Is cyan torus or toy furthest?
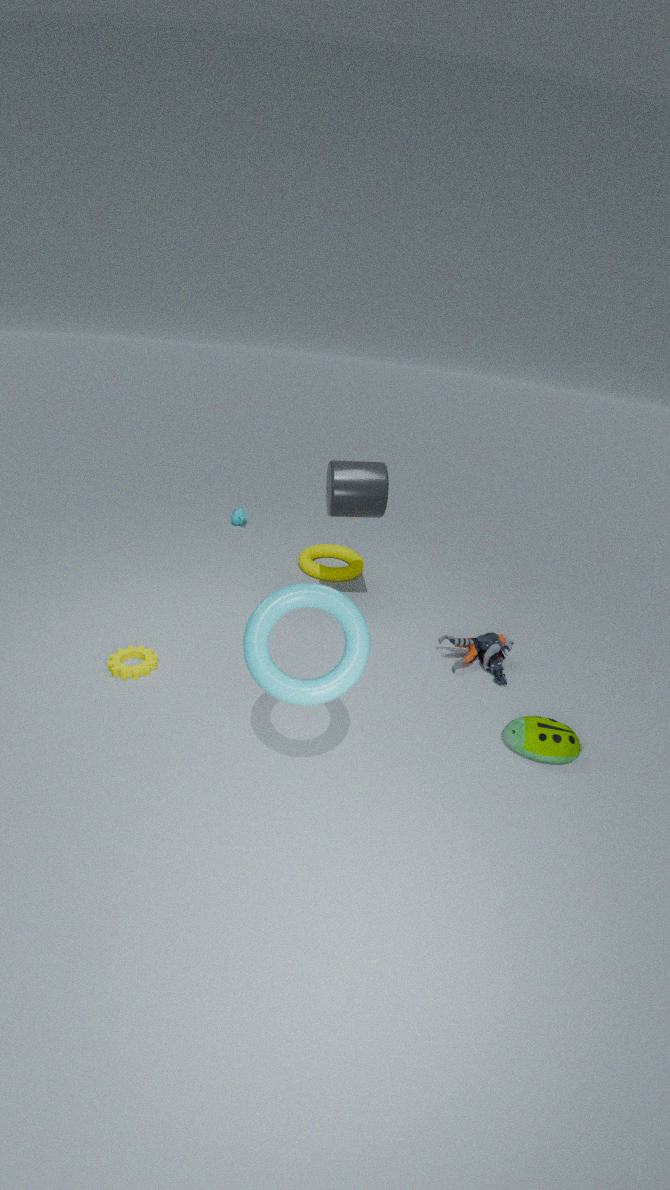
toy
